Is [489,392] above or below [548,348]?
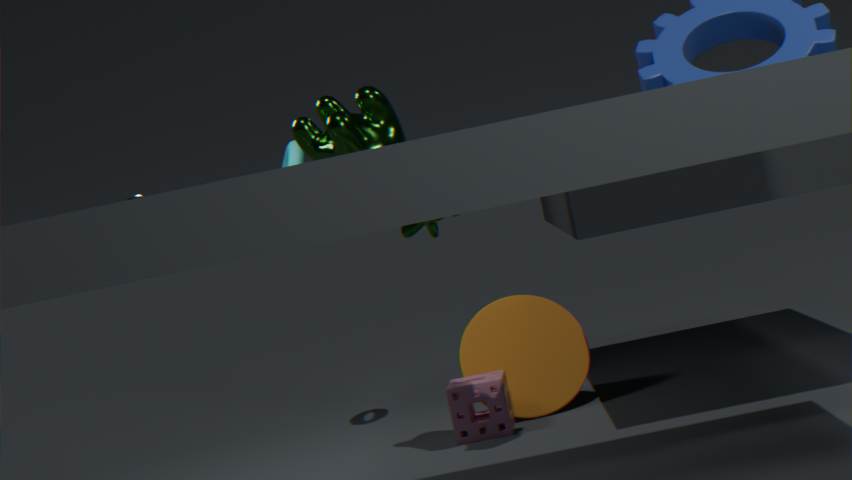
below
